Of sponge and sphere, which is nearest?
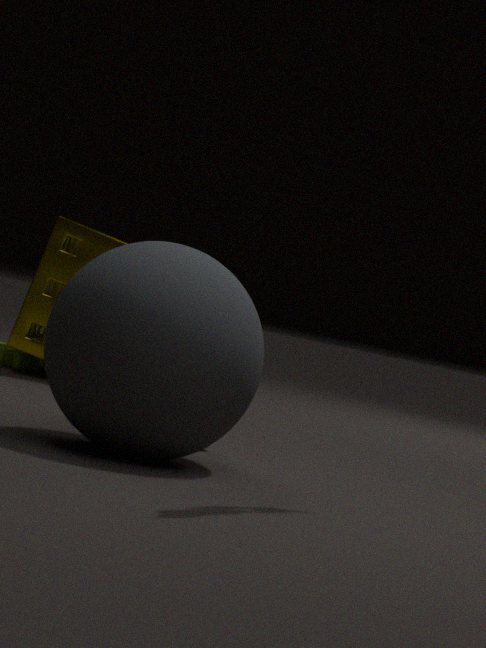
sphere
